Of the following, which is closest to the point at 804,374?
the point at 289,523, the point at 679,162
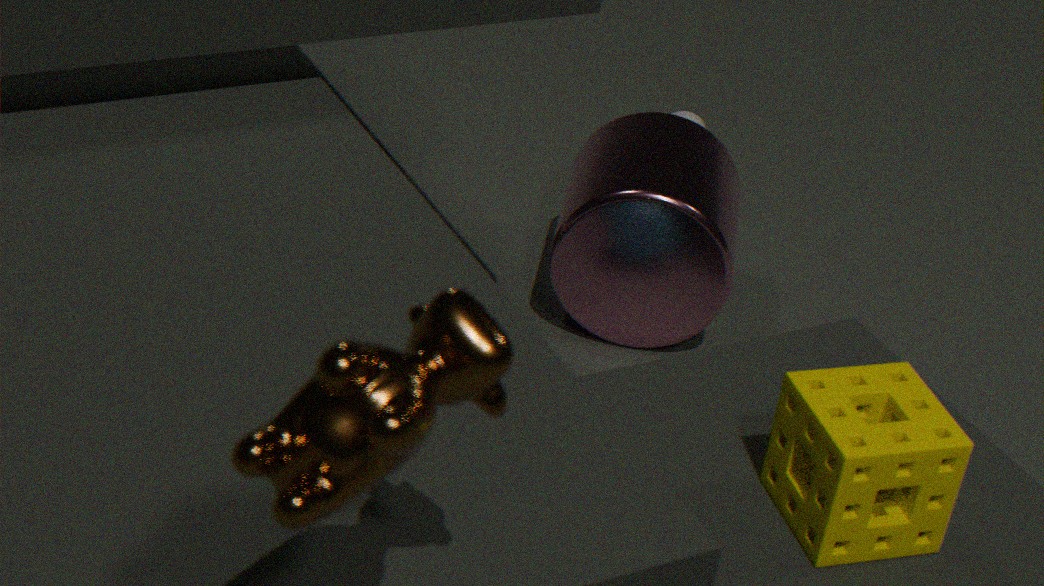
the point at 289,523
